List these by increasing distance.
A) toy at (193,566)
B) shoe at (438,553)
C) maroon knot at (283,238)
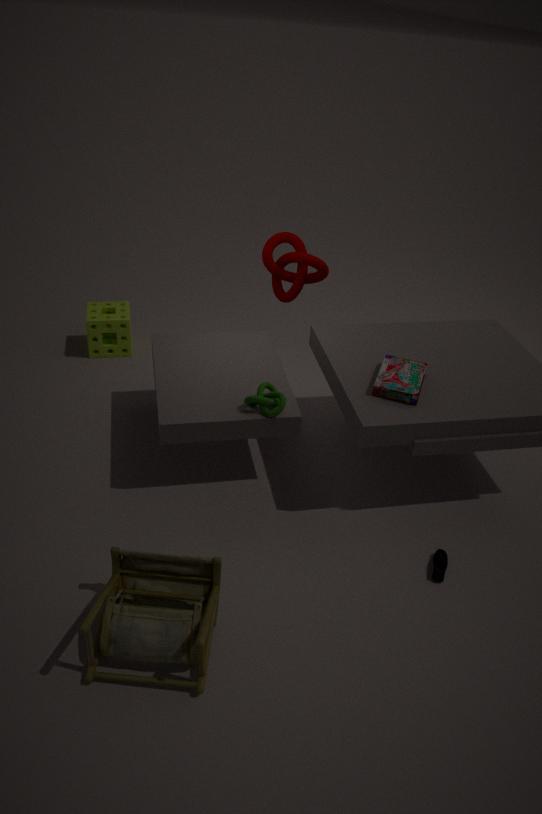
toy at (193,566)
shoe at (438,553)
maroon knot at (283,238)
